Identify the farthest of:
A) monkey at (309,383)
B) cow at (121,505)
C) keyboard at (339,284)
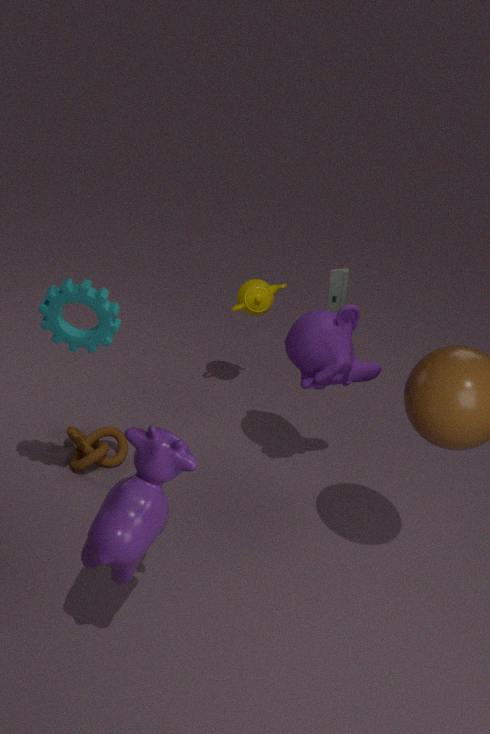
keyboard at (339,284)
